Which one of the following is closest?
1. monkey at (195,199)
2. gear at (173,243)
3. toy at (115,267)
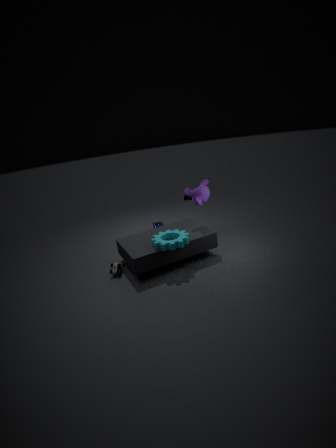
gear at (173,243)
